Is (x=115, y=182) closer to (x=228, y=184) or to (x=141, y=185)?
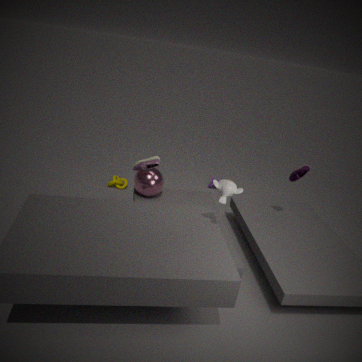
(x=141, y=185)
